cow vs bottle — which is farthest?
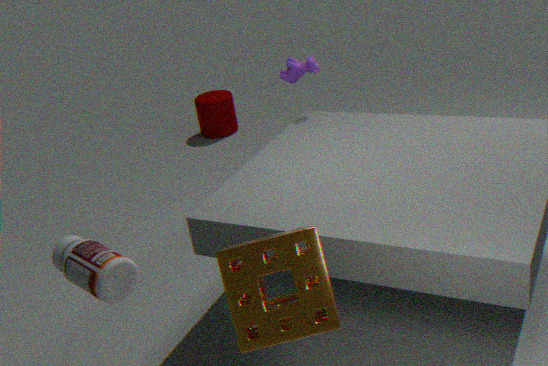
cow
